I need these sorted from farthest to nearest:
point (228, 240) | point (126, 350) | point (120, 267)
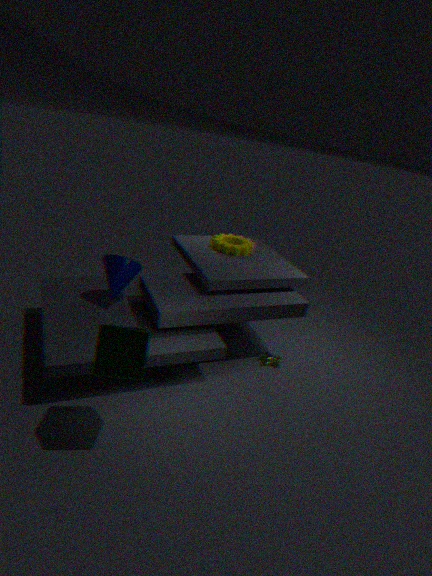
point (228, 240) → point (120, 267) → point (126, 350)
